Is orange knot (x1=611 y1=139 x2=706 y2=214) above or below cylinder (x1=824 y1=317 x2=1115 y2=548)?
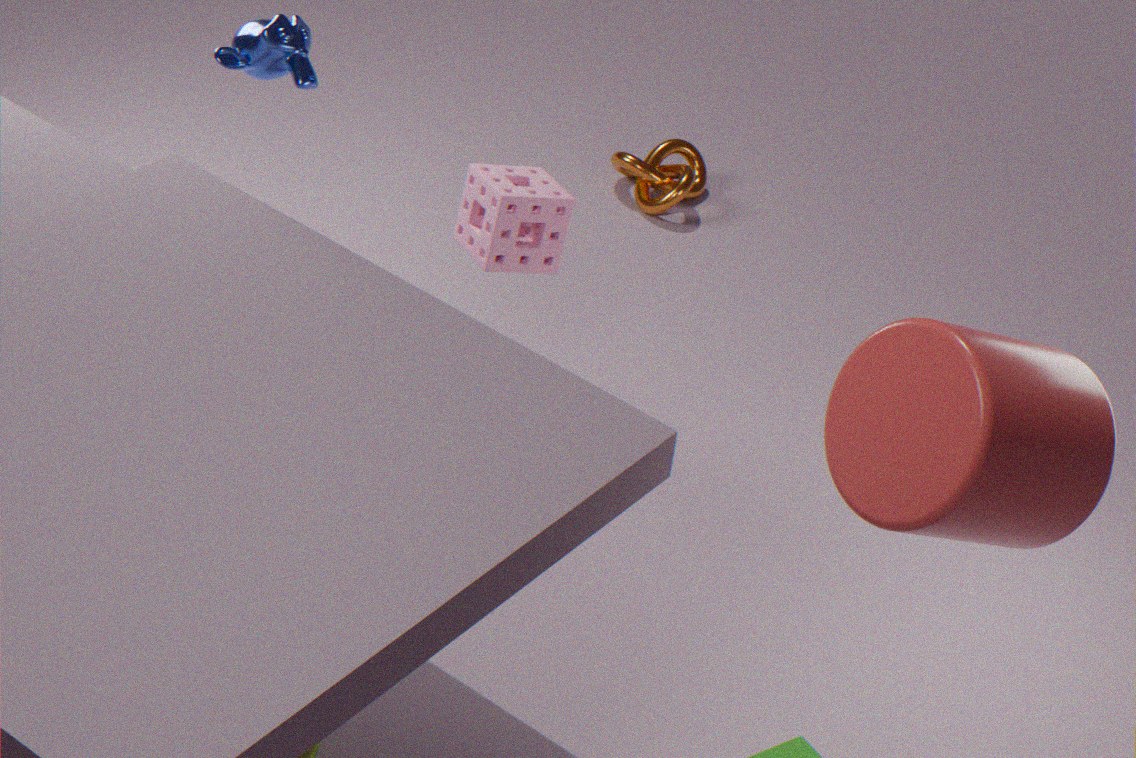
below
